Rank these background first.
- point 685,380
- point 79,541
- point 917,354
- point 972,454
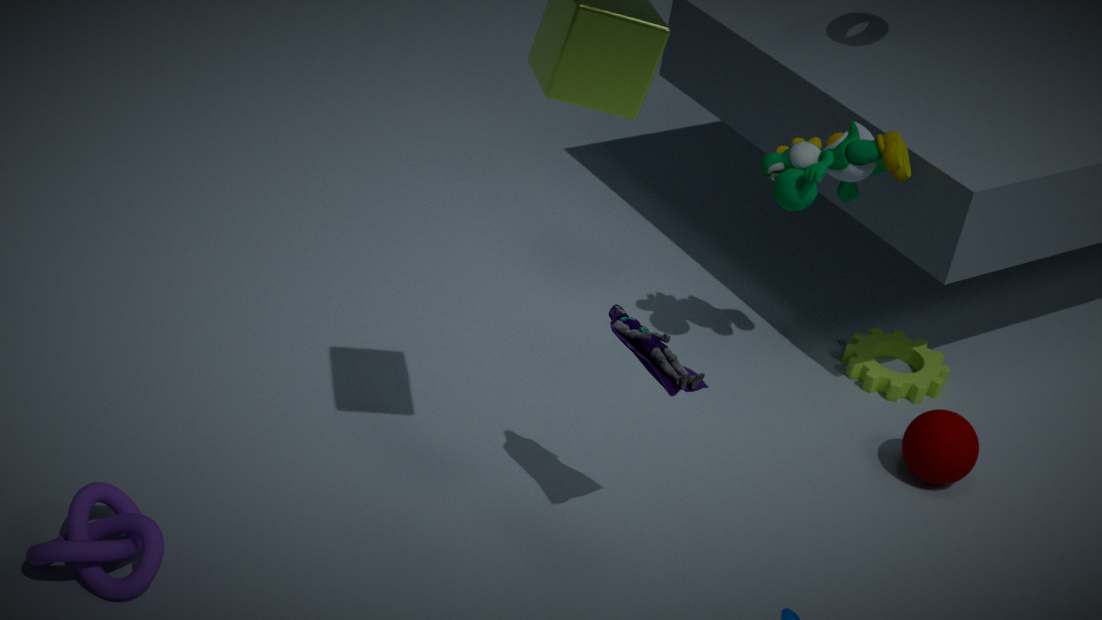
point 917,354 < point 972,454 < point 685,380 < point 79,541
